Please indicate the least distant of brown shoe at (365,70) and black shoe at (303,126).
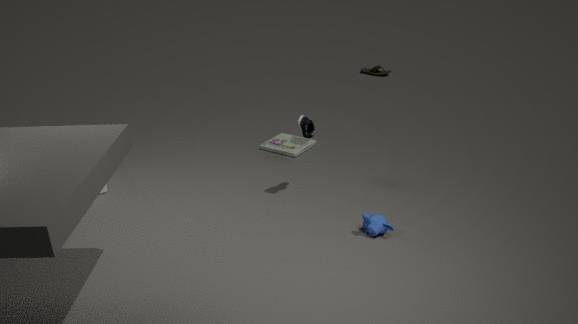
black shoe at (303,126)
